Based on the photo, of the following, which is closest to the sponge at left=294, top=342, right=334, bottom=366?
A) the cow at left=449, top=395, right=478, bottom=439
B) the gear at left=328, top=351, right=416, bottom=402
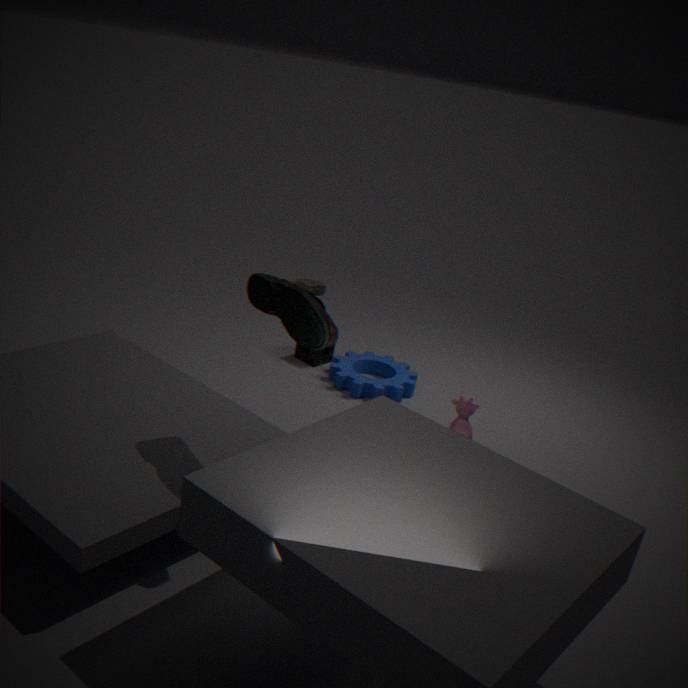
the gear at left=328, top=351, right=416, bottom=402
